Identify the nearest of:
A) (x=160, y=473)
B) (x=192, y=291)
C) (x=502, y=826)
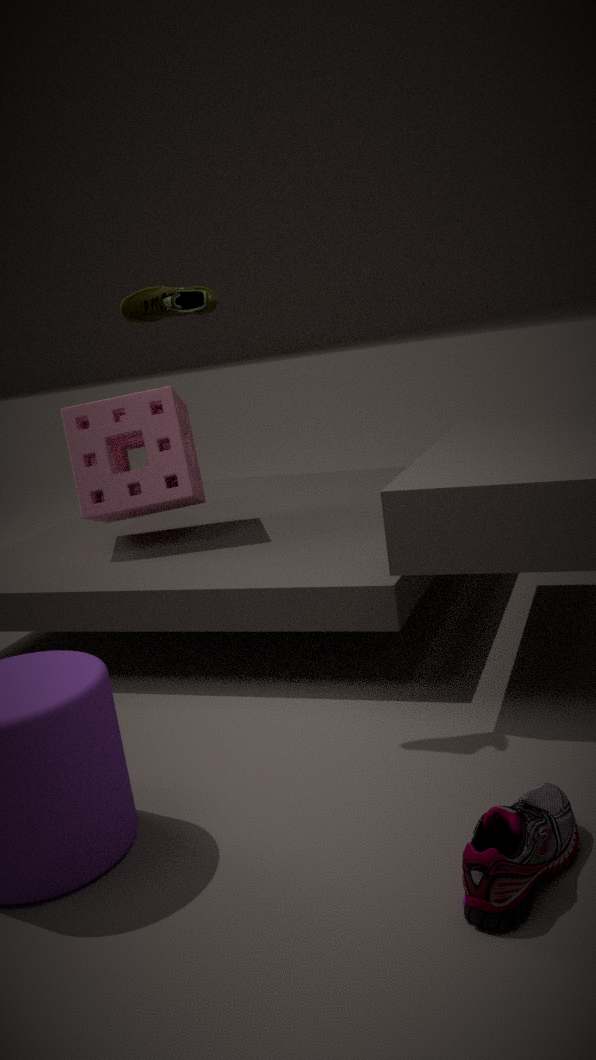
(x=502, y=826)
